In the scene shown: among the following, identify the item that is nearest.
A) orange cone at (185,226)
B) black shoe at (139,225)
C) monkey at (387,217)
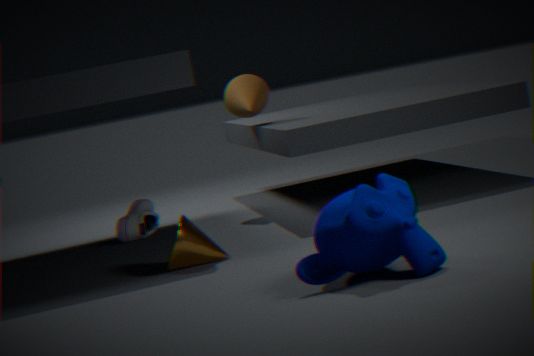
Result: C. monkey at (387,217)
